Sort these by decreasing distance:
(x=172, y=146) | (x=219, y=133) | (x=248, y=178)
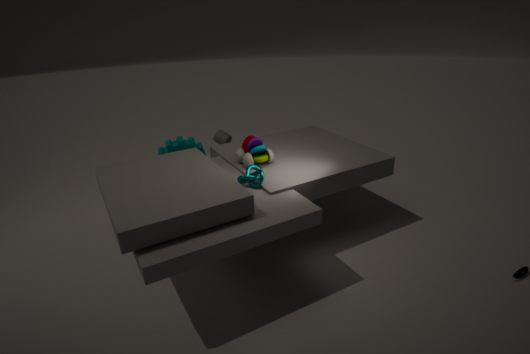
(x=219, y=133)
(x=172, y=146)
(x=248, y=178)
